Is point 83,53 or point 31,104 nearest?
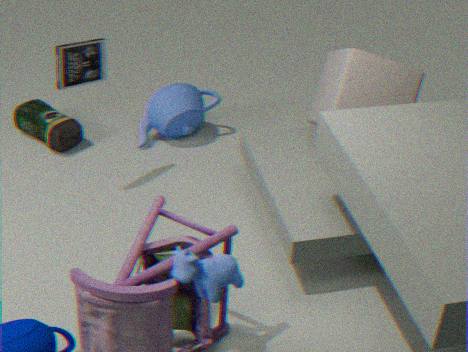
point 83,53
